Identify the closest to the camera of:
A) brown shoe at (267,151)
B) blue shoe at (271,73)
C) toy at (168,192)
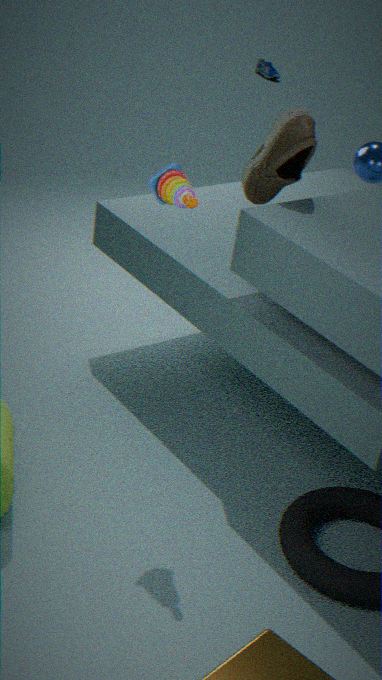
toy at (168,192)
